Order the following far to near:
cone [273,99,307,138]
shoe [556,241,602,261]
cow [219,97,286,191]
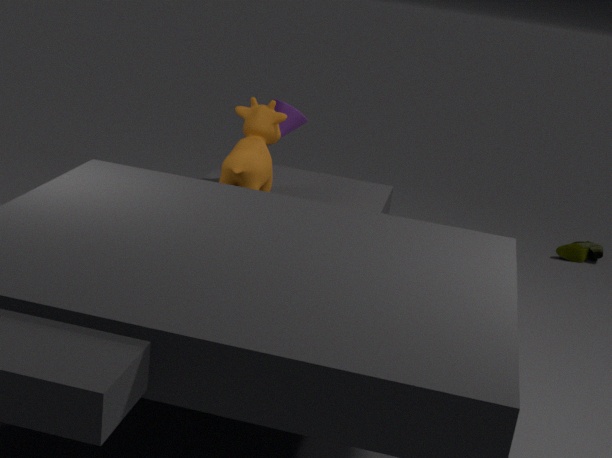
shoe [556,241,602,261]
cone [273,99,307,138]
cow [219,97,286,191]
